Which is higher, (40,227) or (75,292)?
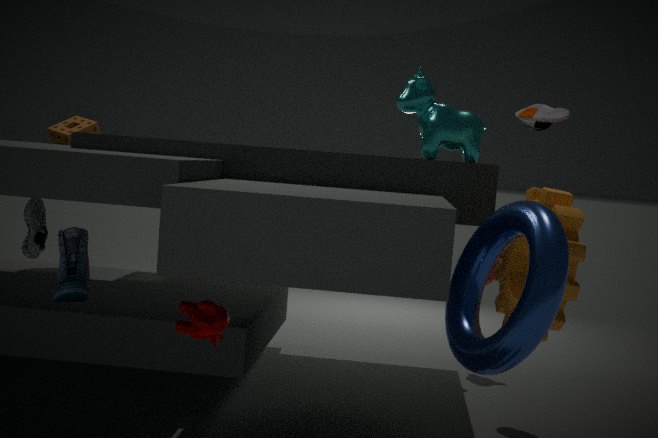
(40,227)
